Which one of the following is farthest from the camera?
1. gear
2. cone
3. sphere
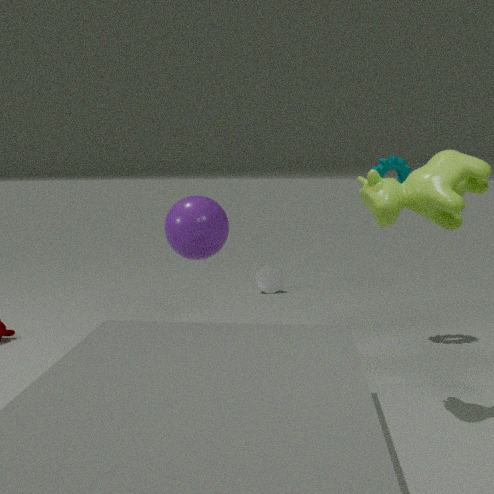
cone
